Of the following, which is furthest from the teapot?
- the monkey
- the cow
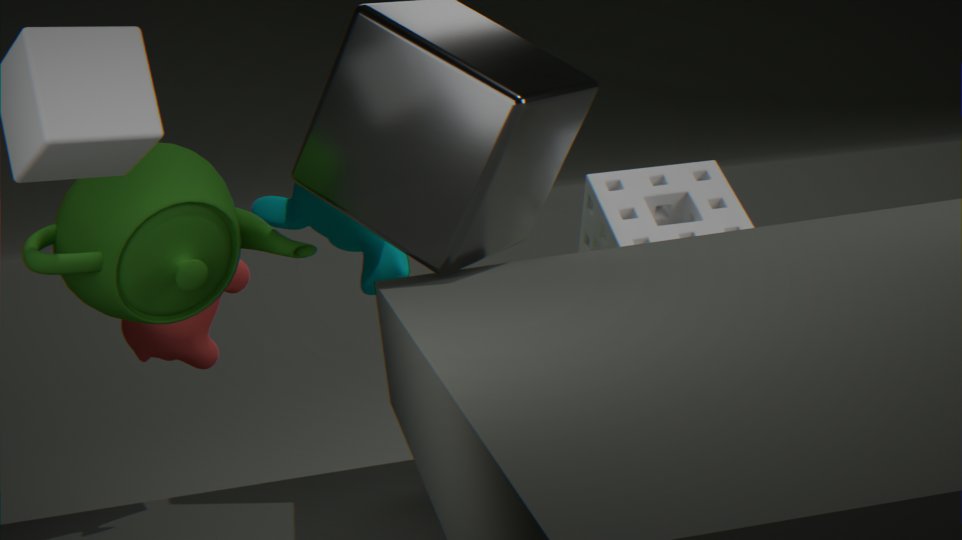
the monkey
